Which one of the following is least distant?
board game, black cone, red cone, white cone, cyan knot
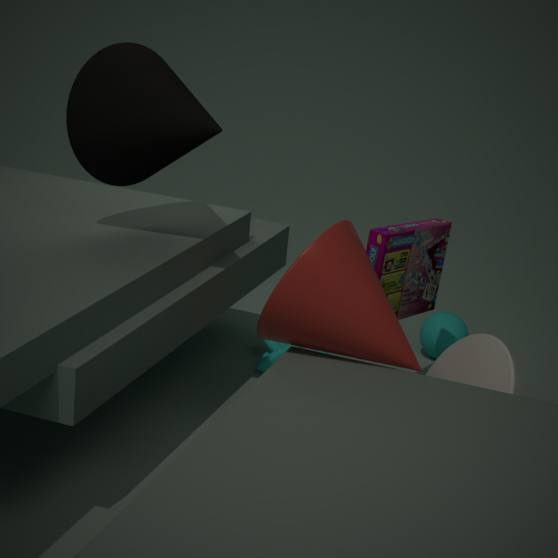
red cone
